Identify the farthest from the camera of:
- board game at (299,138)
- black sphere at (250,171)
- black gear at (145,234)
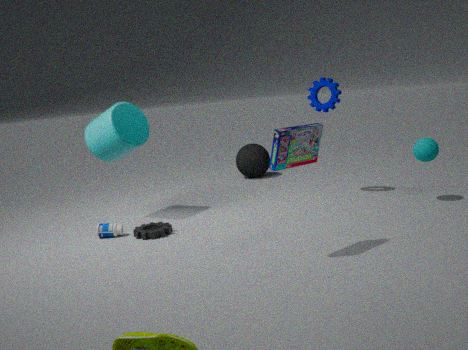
black sphere at (250,171)
